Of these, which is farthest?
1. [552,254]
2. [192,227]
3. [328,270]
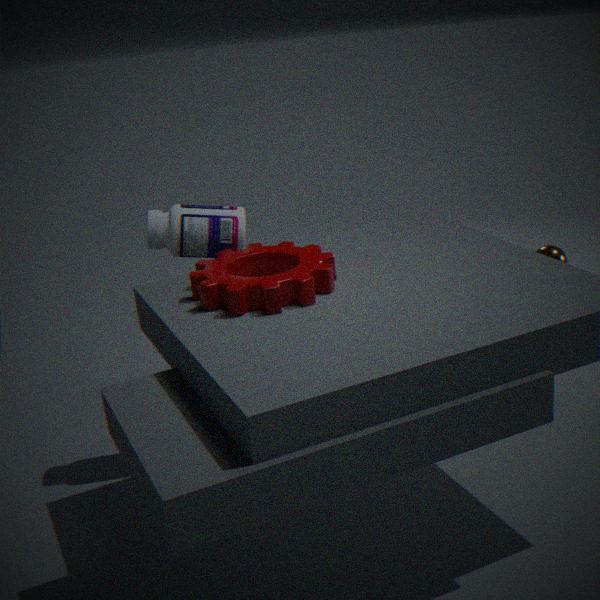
[552,254]
